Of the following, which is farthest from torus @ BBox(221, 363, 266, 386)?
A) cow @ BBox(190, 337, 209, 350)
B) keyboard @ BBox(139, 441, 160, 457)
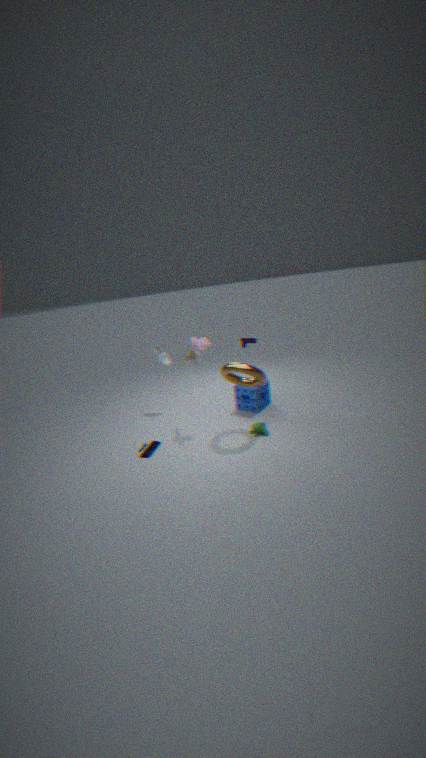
keyboard @ BBox(139, 441, 160, 457)
